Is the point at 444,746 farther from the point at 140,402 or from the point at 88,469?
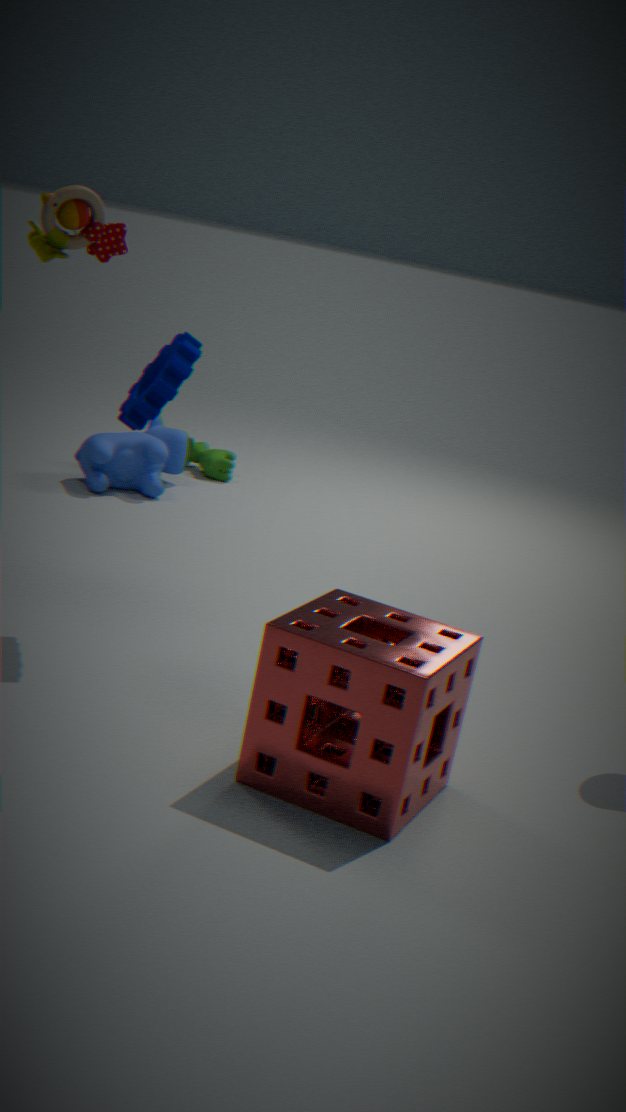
the point at 88,469
